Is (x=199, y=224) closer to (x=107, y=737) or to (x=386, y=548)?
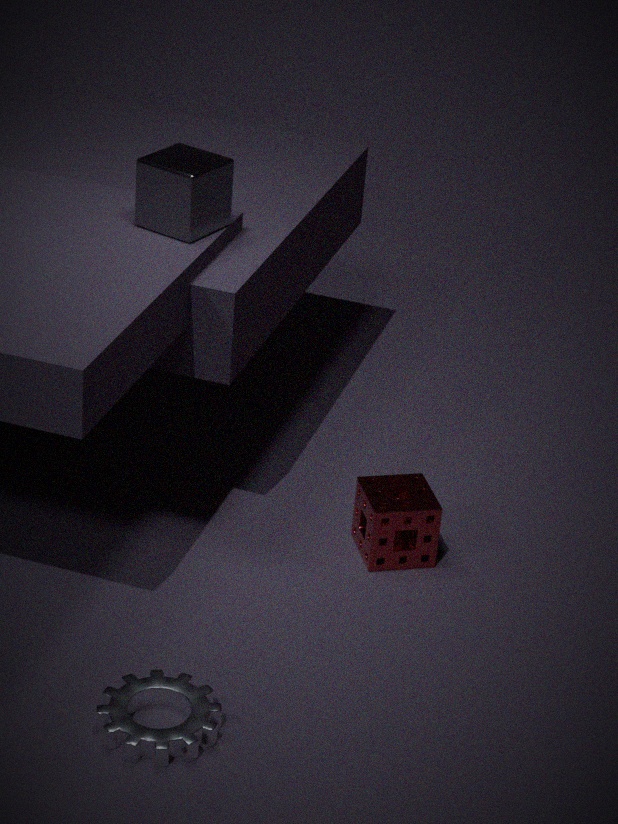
(x=386, y=548)
